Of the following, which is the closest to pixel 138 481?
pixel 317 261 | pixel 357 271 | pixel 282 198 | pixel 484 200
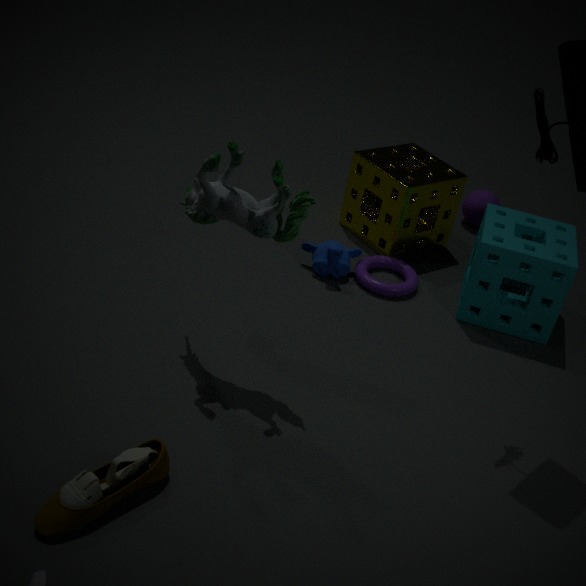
pixel 282 198
